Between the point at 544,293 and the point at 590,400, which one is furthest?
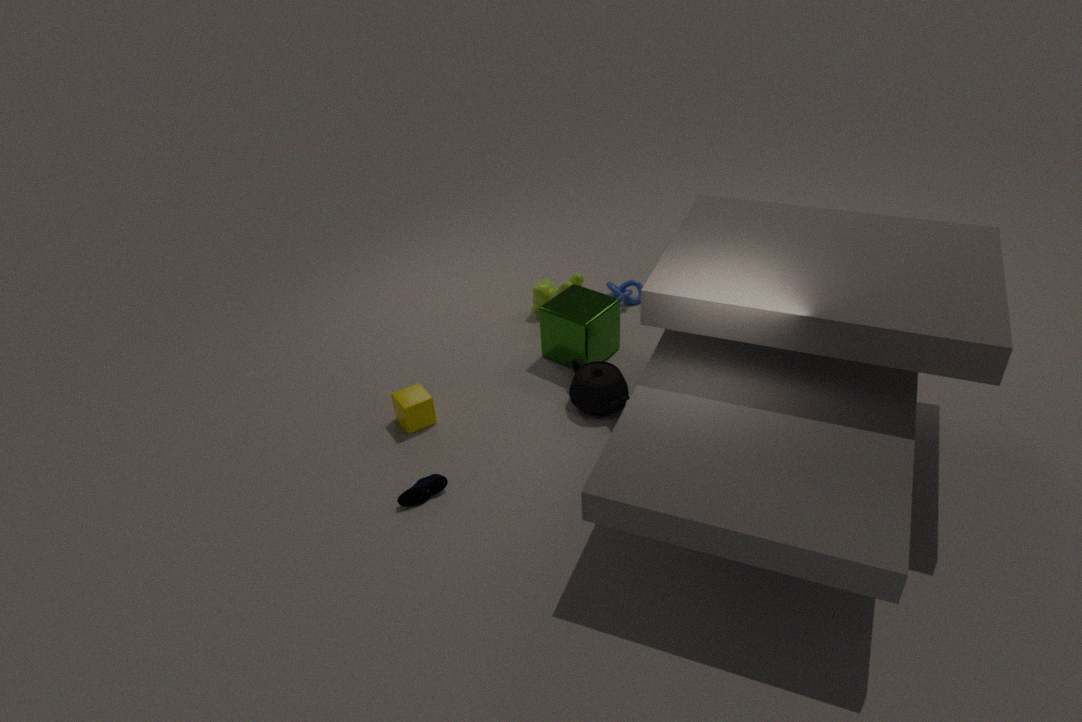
the point at 544,293
